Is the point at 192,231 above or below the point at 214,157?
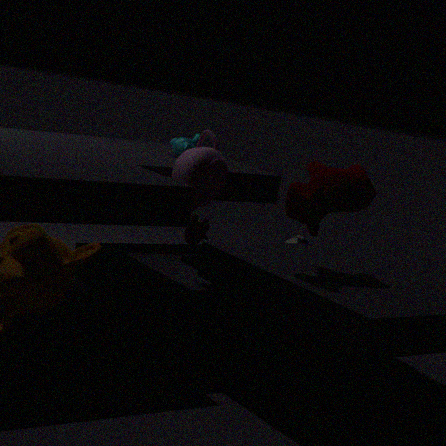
below
